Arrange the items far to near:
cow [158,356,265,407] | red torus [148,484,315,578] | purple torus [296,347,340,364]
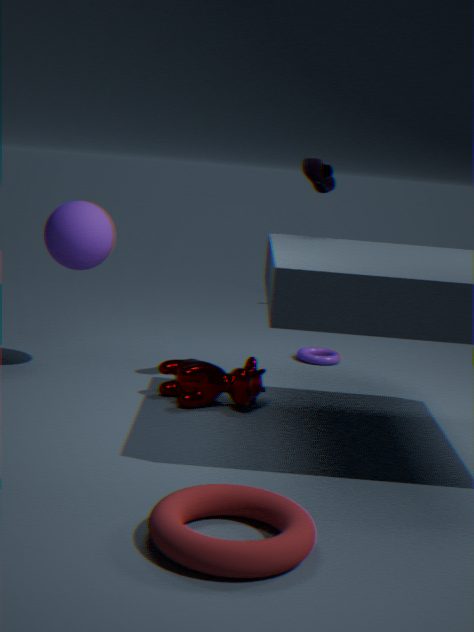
purple torus [296,347,340,364] < cow [158,356,265,407] < red torus [148,484,315,578]
